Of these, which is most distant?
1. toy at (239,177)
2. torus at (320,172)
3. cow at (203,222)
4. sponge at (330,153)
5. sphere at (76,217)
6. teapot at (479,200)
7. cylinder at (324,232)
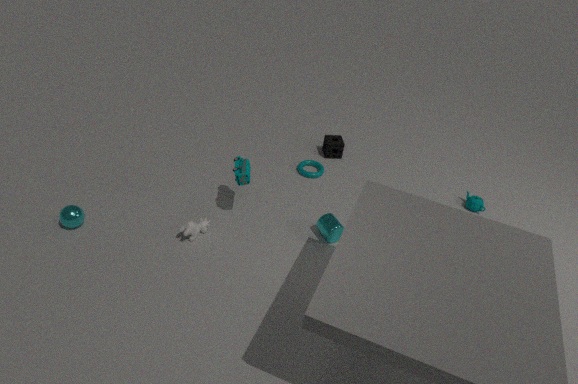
sponge at (330,153)
